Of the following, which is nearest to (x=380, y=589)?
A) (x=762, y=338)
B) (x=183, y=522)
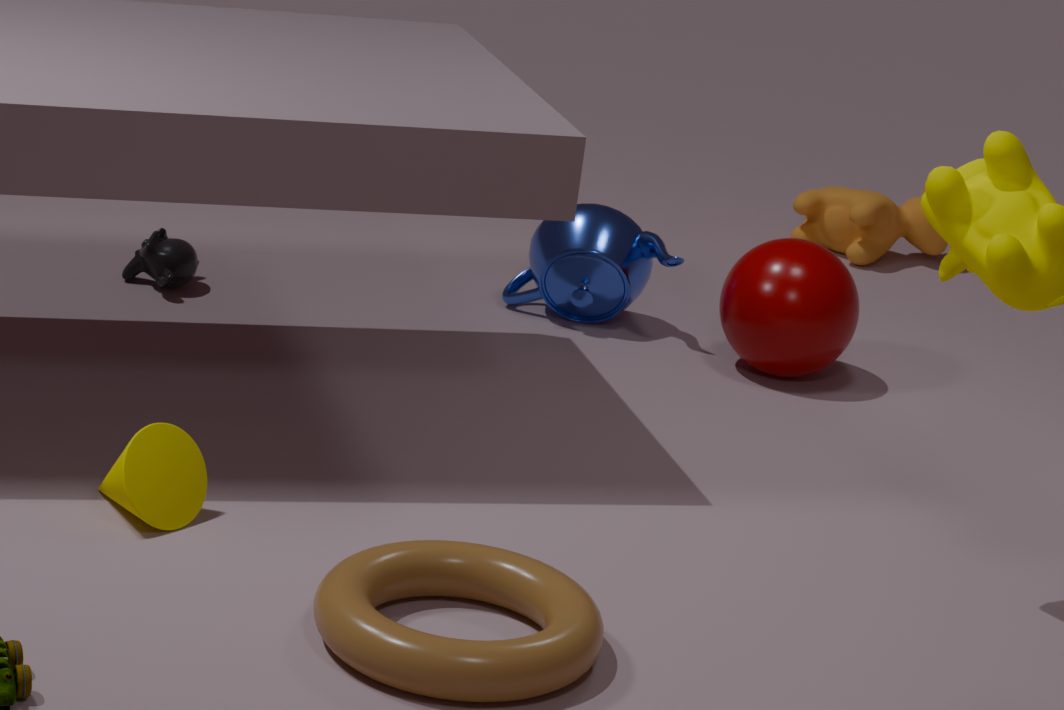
(x=183, y=522)
